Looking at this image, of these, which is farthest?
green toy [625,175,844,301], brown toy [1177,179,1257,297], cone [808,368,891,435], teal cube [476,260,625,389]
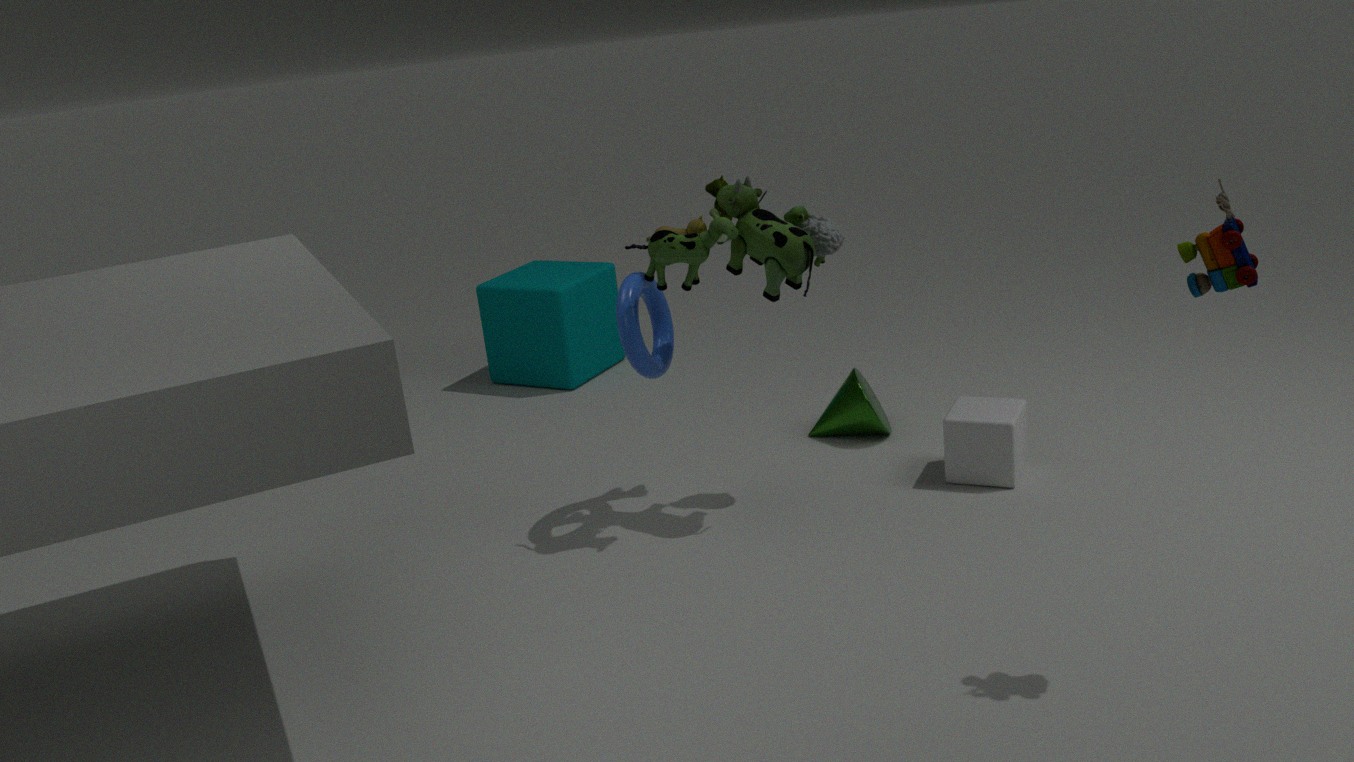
teal cube [476,260,625,389]
